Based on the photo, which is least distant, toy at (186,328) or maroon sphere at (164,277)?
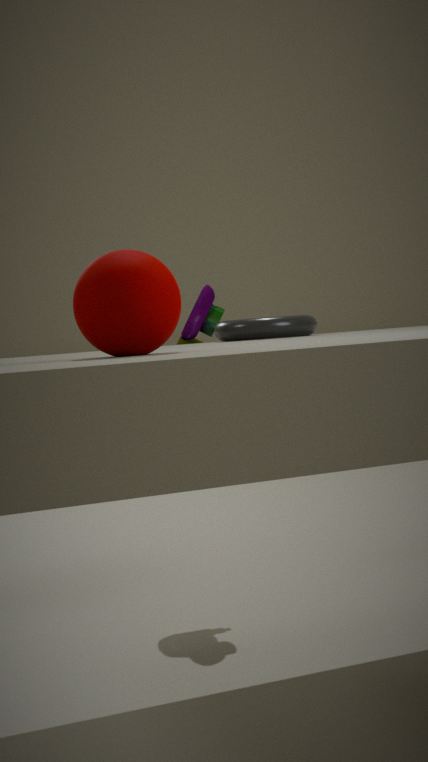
maroon sphere at (164,277)
